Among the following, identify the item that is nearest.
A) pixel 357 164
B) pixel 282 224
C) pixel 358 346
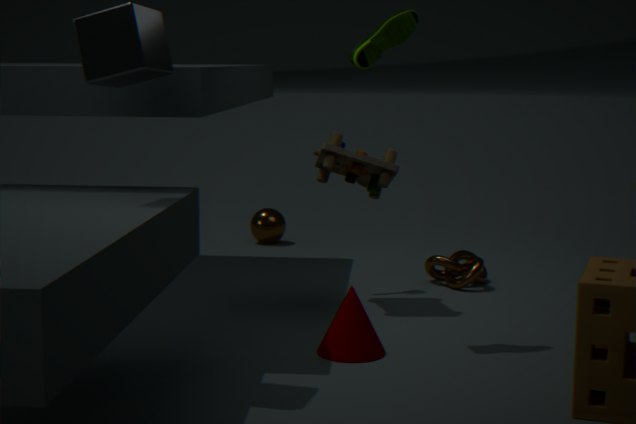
pixel 358 346
